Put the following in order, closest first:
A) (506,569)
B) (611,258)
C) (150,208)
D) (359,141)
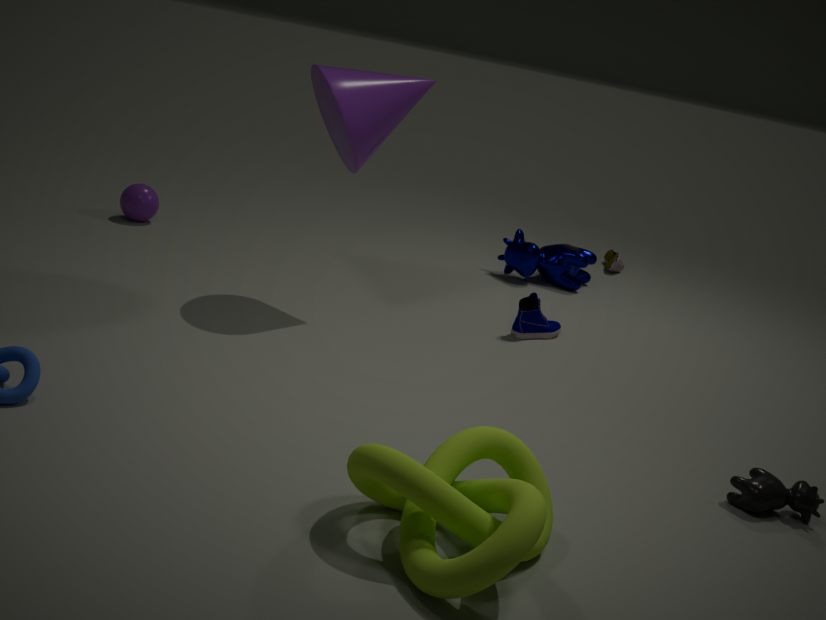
(506,569)
(359,141)
(150,208)
(611,258)
